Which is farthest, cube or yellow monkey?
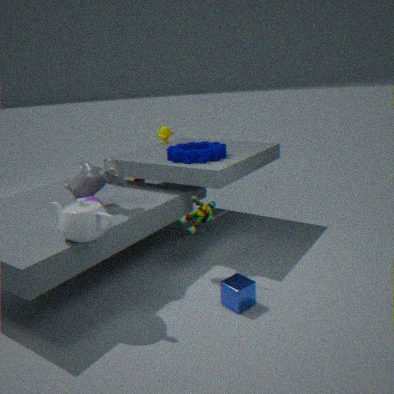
yellow monkey
